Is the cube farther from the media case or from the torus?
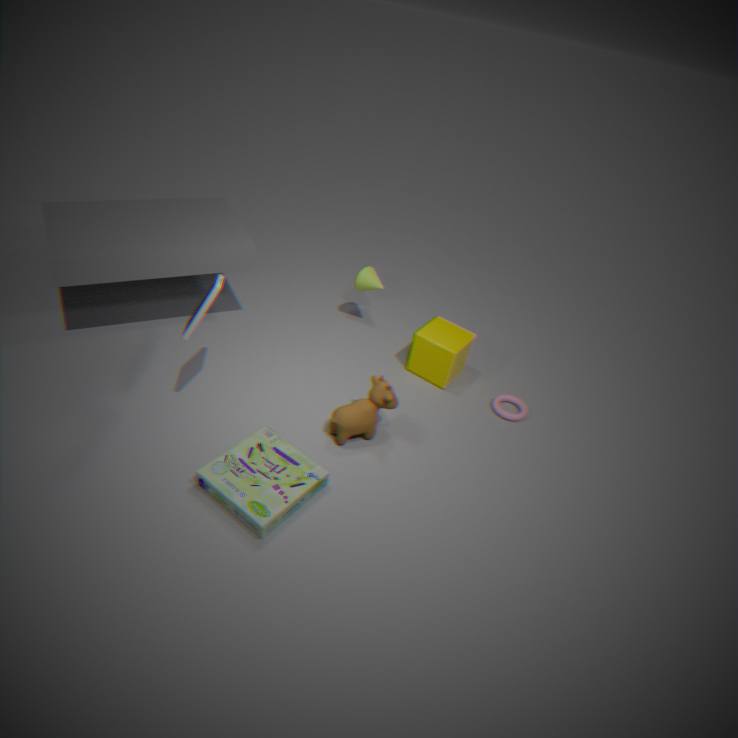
the media case
